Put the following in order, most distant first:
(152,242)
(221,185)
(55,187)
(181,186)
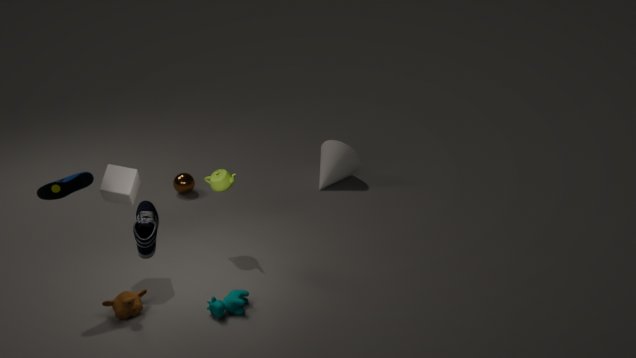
(181,186), (221,185), (55,187), (152,242)
